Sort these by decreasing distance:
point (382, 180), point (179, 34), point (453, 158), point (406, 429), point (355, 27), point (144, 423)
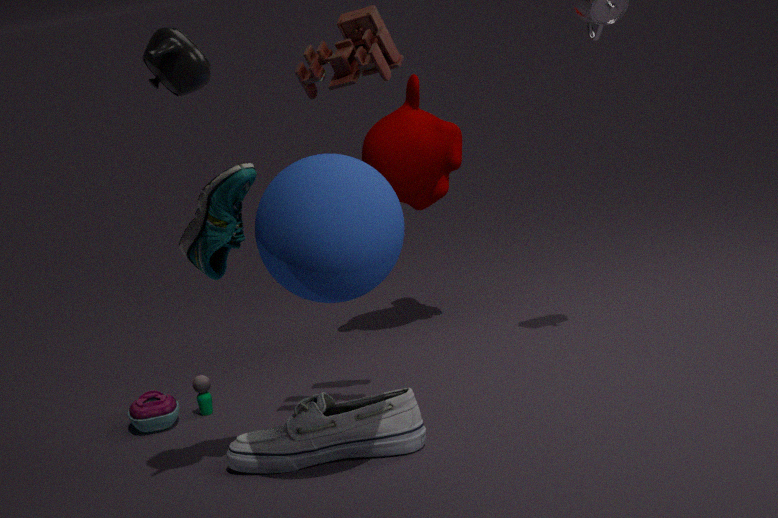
point (453, 158) → point (144, 423) → point (355, 27) → point (406, 429) → point (382, 180) → point (179, 34)
